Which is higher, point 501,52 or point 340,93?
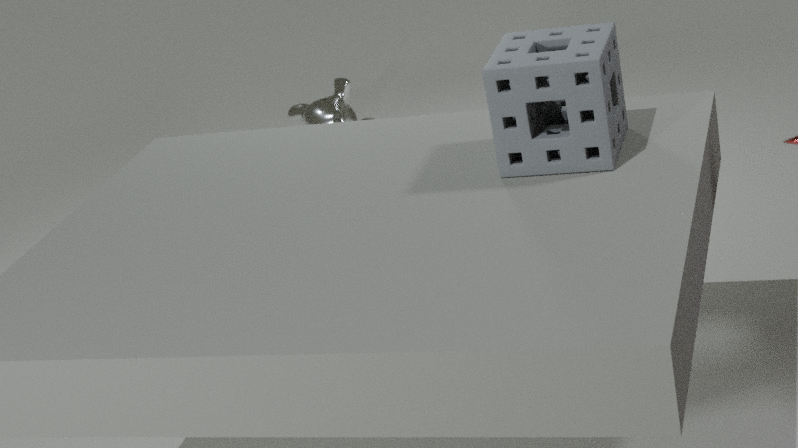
point 501,52
